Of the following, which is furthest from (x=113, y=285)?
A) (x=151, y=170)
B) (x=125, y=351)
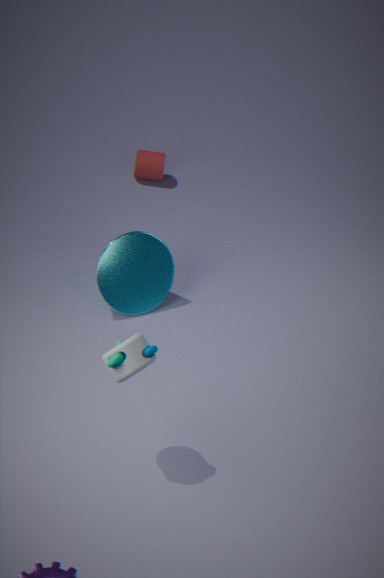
(x=151, y=170)
